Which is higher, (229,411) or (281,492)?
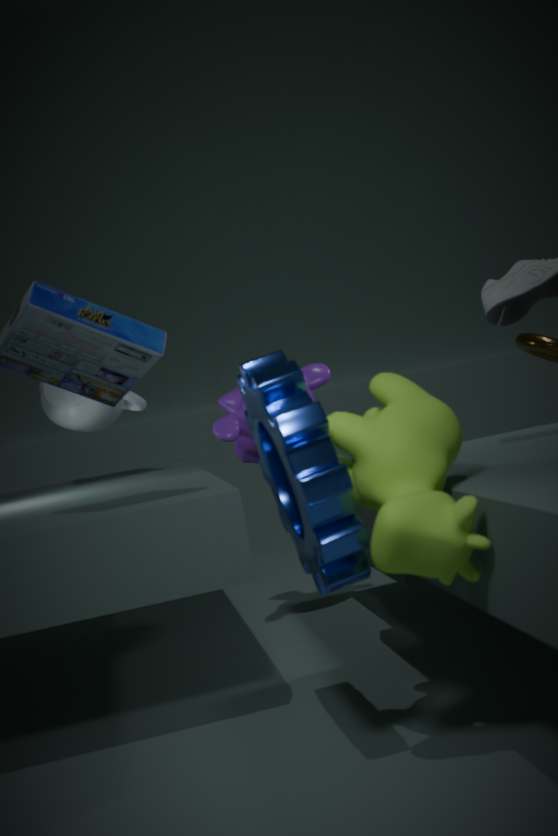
(229,411)
